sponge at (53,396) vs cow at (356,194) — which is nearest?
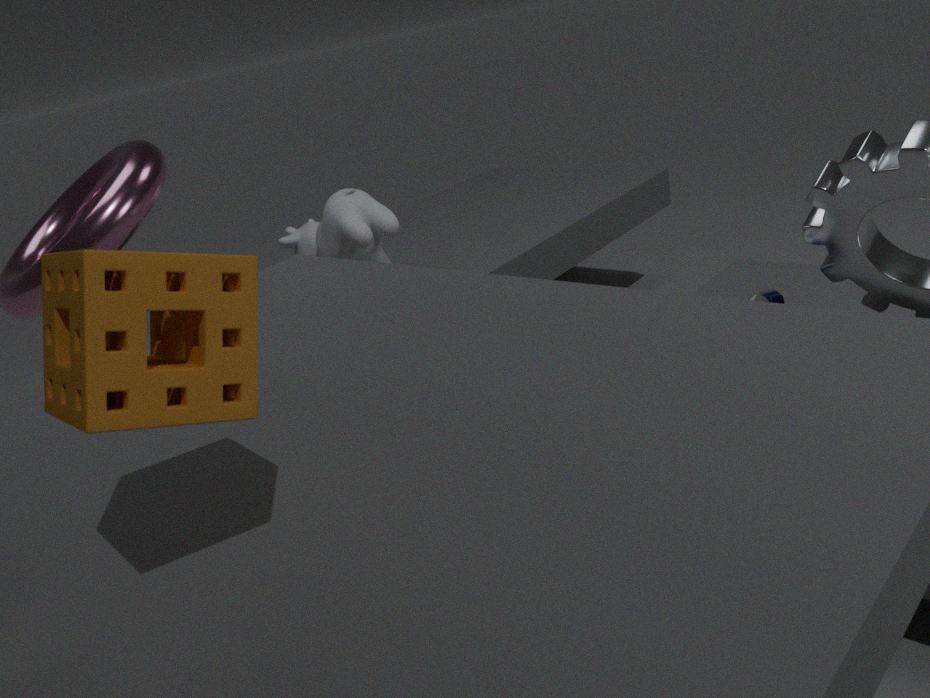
sponge at (53,396)
